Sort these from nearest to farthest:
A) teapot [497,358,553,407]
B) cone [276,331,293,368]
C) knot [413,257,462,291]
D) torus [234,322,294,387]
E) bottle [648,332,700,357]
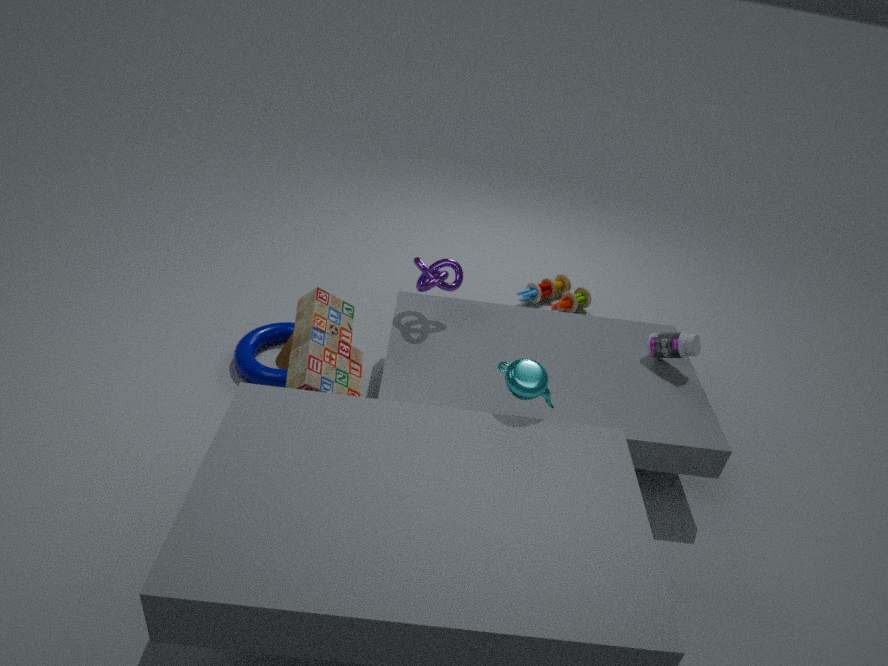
1. teapot [497,358,553,407]
2. knot [413,257,462,291]
3. bottle [648,332,700,357]
4. torus [234,322,294,387]
5. cone [276,331,293,368]
